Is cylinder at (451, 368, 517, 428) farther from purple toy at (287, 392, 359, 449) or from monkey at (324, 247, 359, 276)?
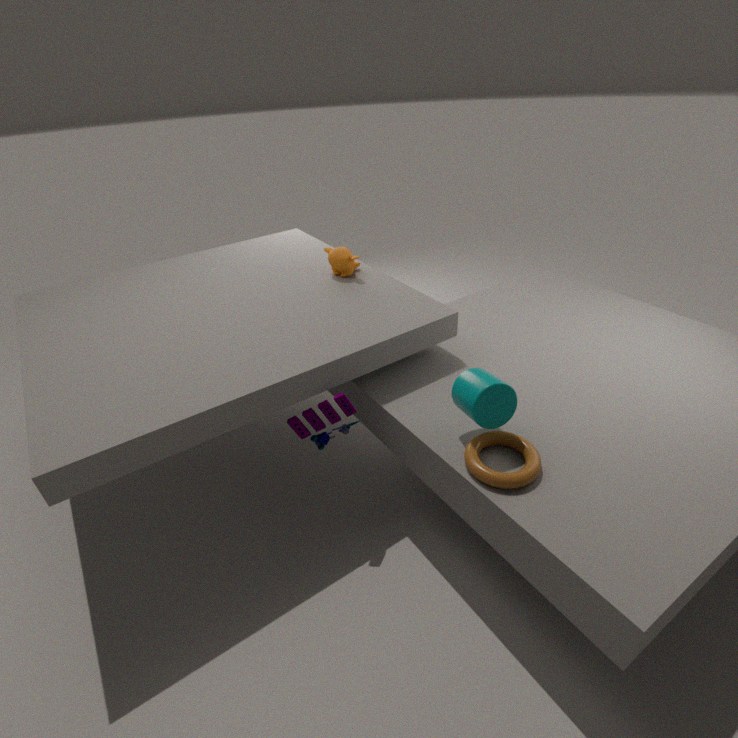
monkey at (324, 247, 359, 276)
